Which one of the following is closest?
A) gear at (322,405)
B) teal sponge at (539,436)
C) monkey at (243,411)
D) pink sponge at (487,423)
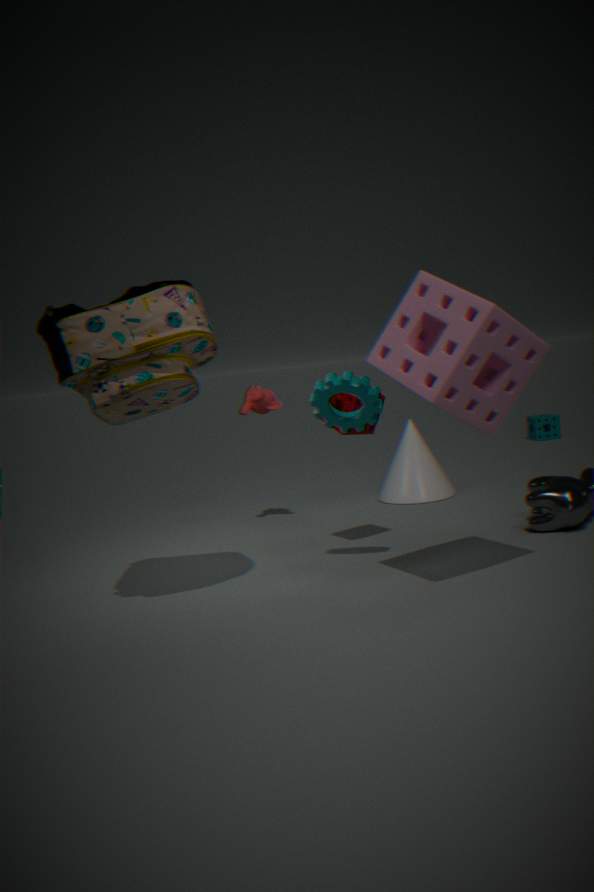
pink sponge at (487,423)
